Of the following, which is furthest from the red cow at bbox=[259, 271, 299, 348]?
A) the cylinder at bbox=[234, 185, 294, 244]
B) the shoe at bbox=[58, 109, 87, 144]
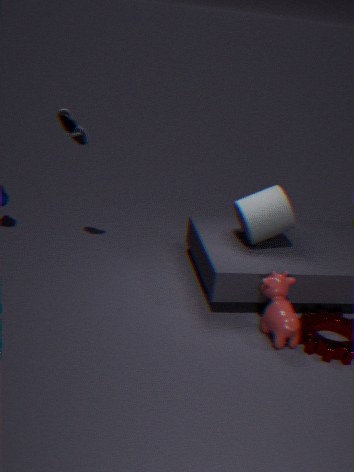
the shoe at bbox=[58, 109, 87, 144]
